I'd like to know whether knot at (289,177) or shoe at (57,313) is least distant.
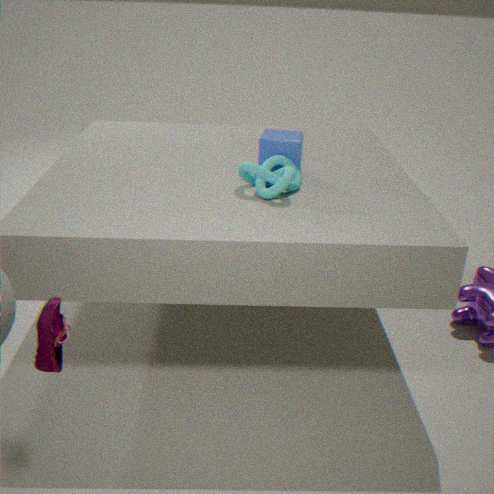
shoe at (57,313)
